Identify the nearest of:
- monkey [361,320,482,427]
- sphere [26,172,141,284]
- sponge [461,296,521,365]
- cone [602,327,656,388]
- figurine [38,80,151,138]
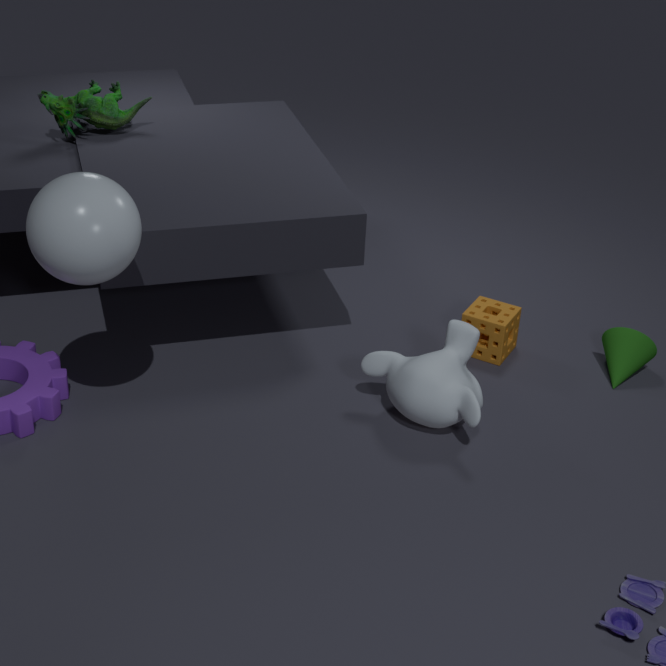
sphere [26,172,141,284]
